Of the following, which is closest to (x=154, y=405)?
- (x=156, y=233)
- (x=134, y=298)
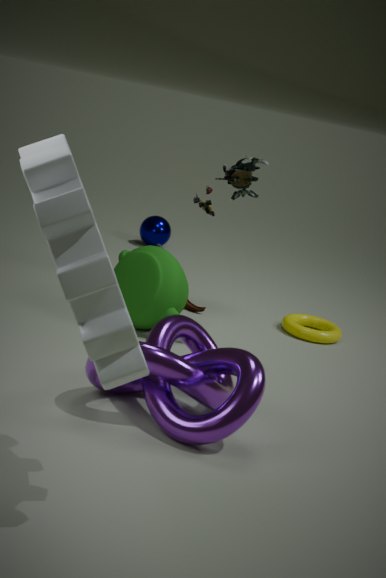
(x=134, y=298)
